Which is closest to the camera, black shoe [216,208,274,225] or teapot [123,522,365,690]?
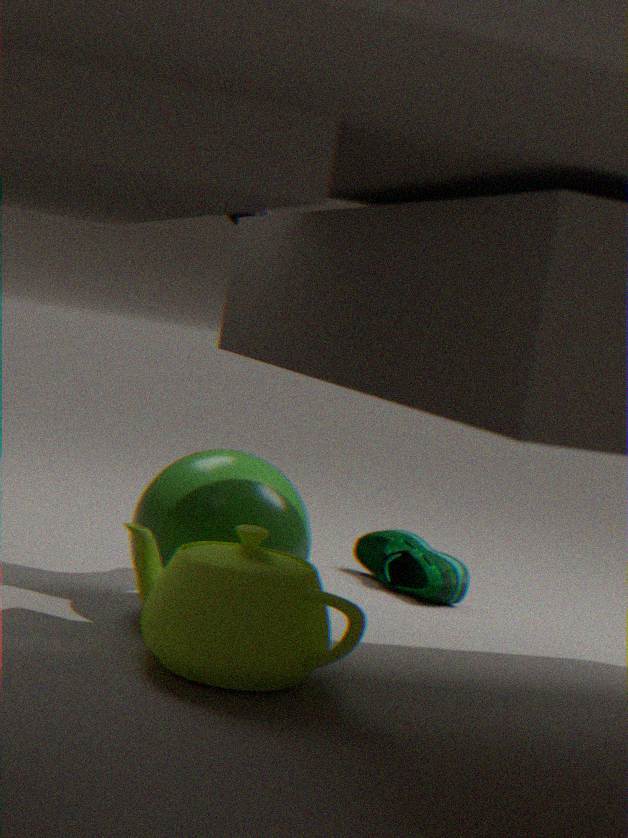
black shoe [216,208,274,225]
